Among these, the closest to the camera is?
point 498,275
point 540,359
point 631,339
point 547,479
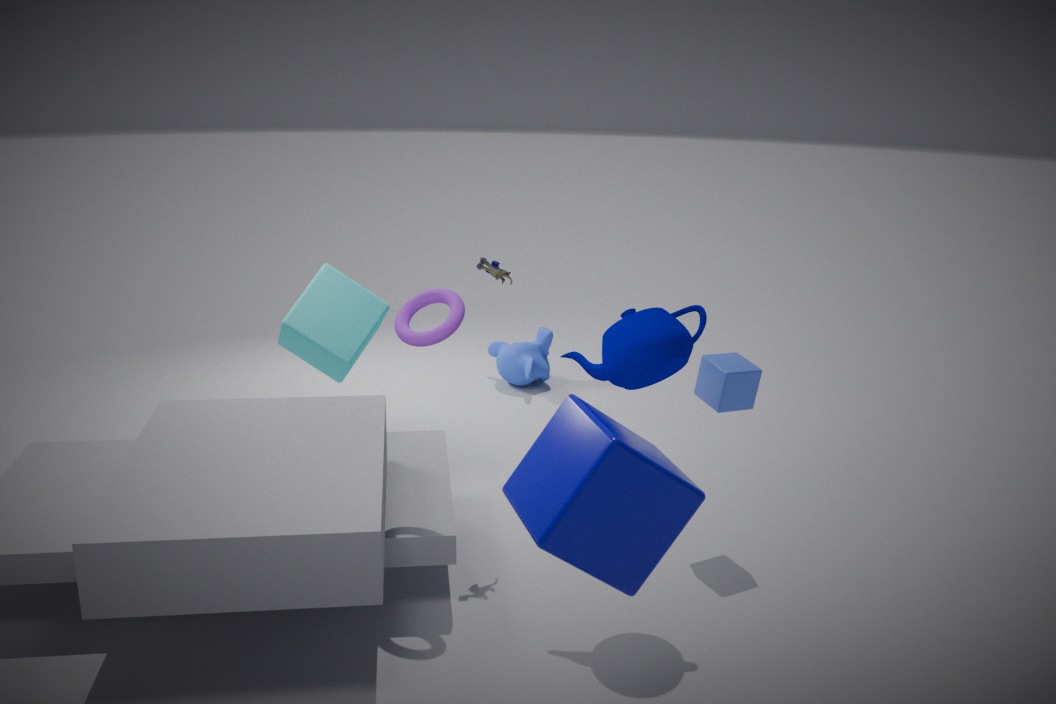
point 547,479
